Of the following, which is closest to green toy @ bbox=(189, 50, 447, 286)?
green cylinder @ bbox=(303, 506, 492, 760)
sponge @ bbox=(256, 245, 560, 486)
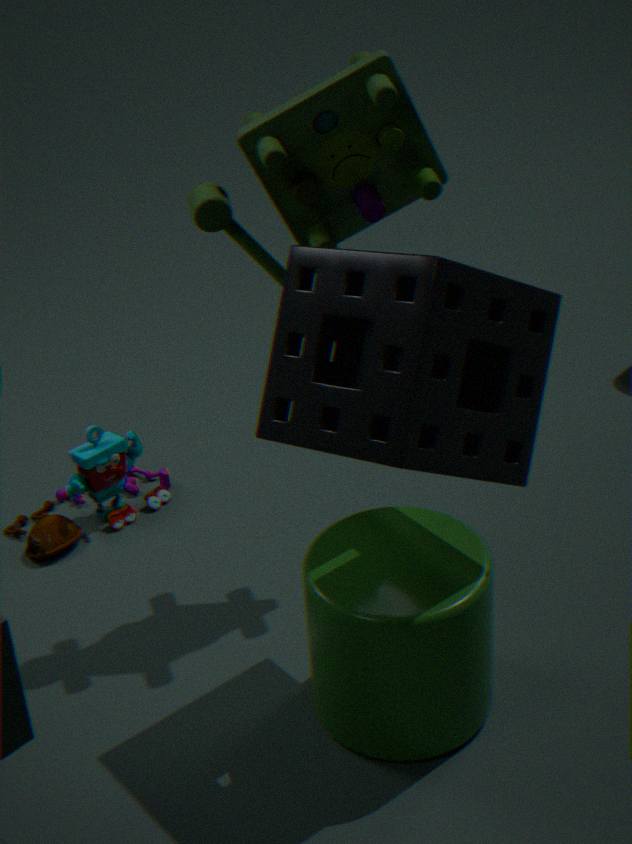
sponge @ bbox=(256, 245, 560, 486)
